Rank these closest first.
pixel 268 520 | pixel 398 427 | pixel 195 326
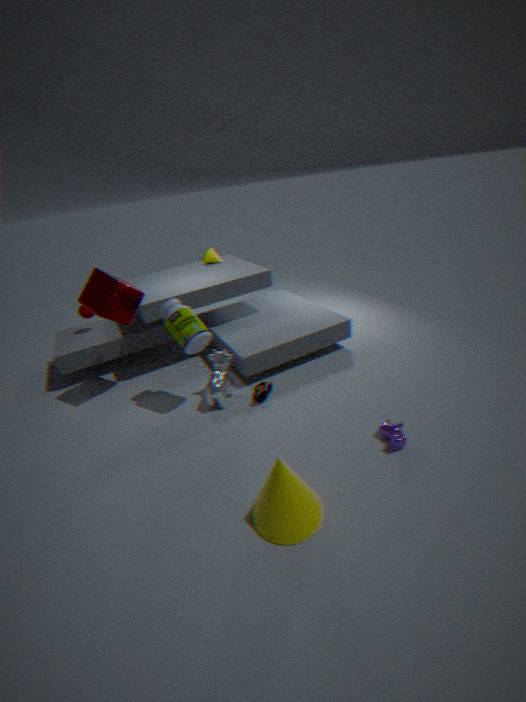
pixel 268 520
pixel 398 427
pixel 195 326
